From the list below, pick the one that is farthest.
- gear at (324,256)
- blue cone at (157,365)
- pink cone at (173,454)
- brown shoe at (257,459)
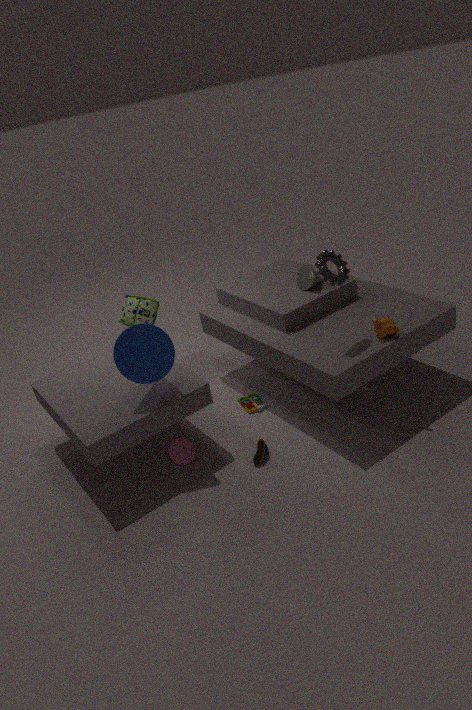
pink cone at (173,454)
